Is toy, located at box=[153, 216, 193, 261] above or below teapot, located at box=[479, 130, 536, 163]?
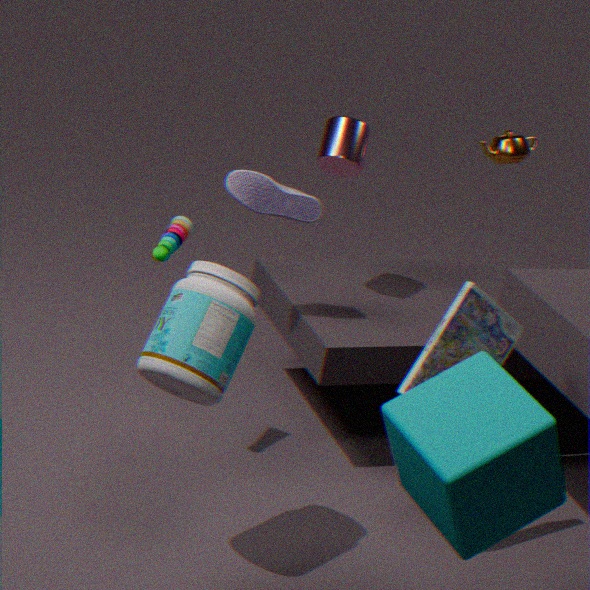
below
